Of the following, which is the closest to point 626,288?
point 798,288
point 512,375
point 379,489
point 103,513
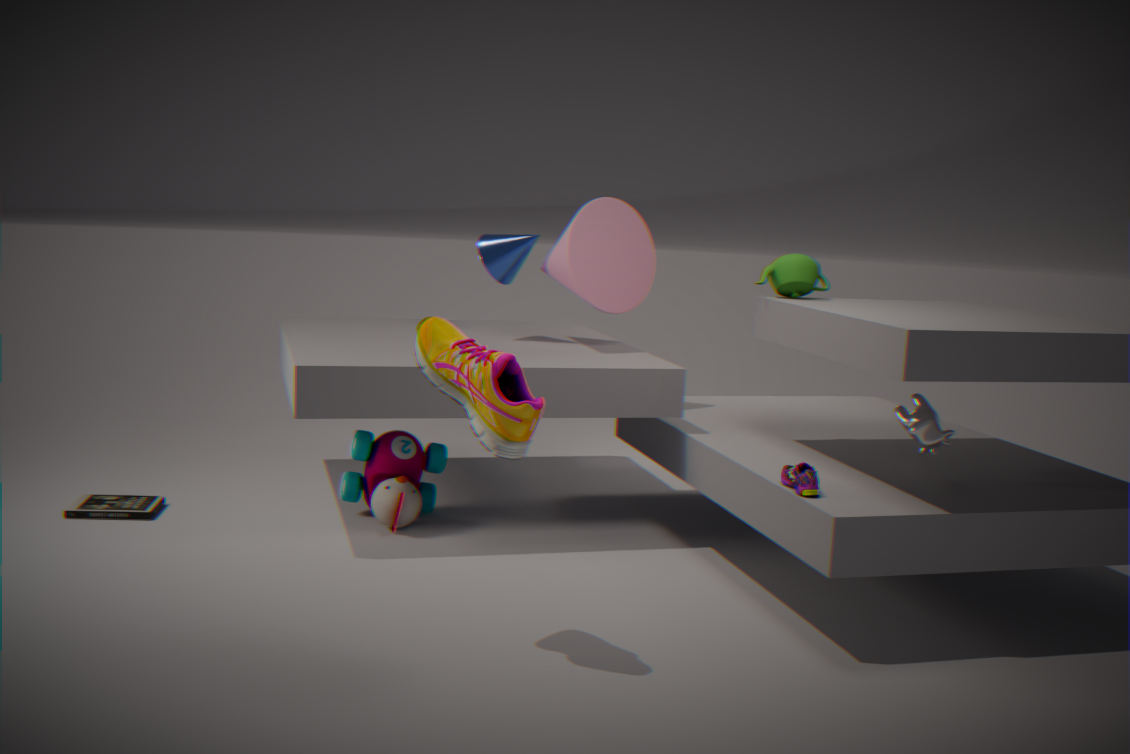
point 798,288
